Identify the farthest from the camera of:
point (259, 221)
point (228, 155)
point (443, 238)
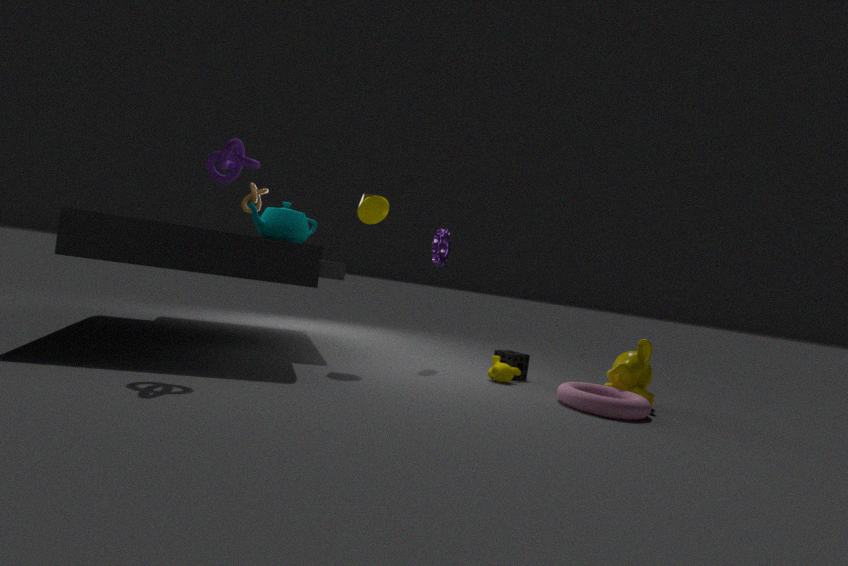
point (443, 238)
